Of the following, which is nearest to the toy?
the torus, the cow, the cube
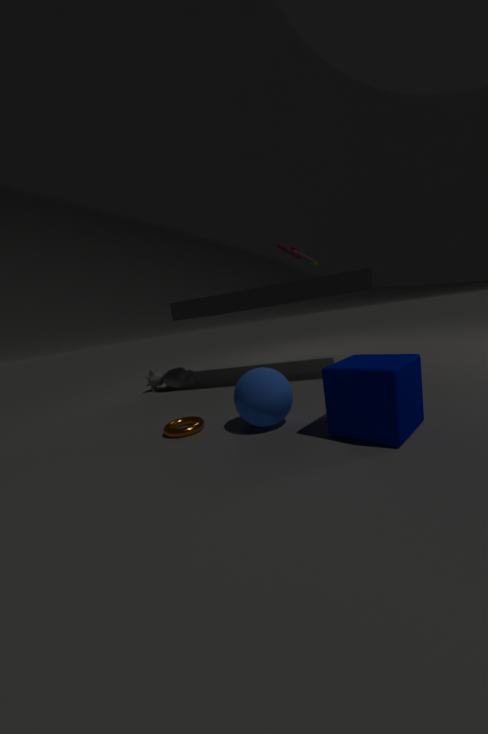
the cube
